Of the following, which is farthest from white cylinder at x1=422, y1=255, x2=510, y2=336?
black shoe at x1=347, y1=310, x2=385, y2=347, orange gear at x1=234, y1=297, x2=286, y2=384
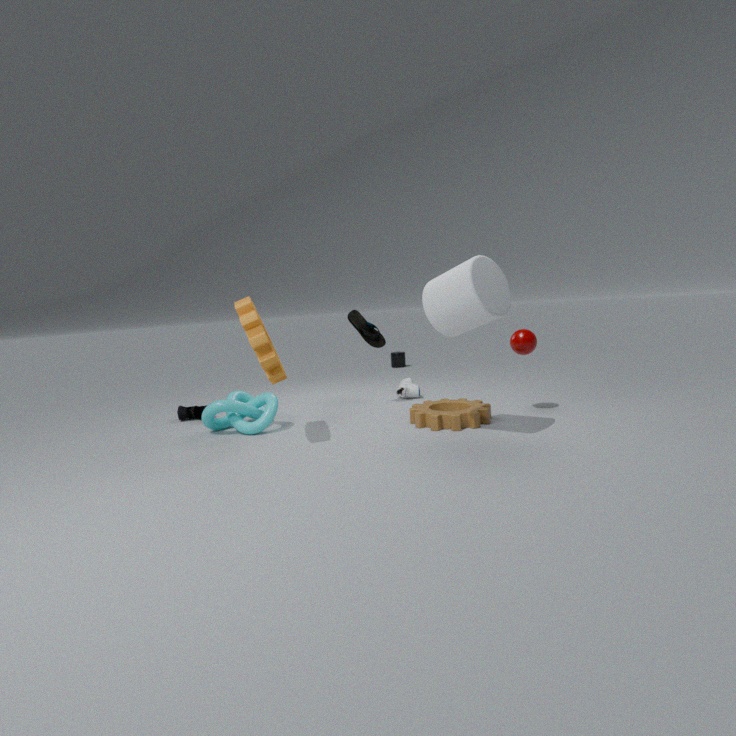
Result: black shoe at x1=347, y1=310, x2=385, y2=347
